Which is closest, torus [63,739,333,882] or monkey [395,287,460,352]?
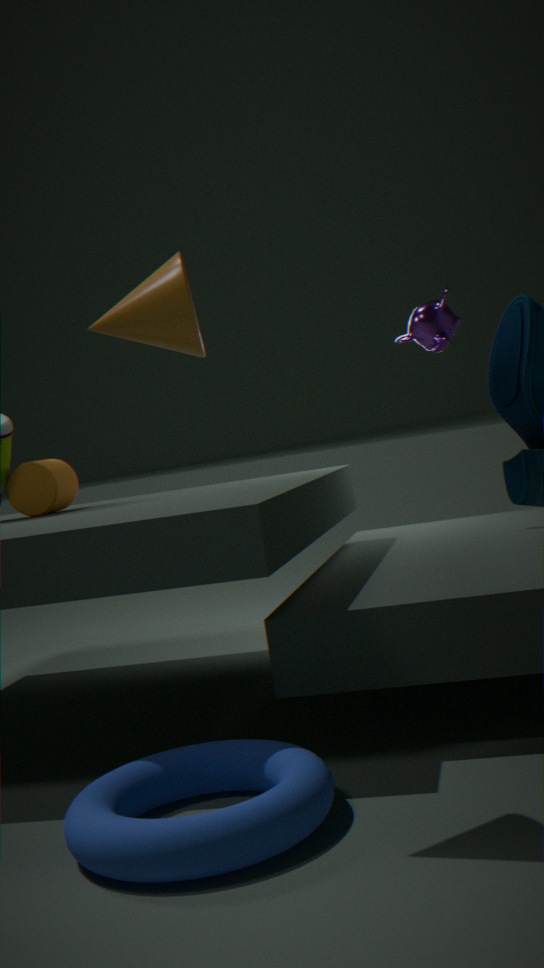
torus [63,739,333,882]
